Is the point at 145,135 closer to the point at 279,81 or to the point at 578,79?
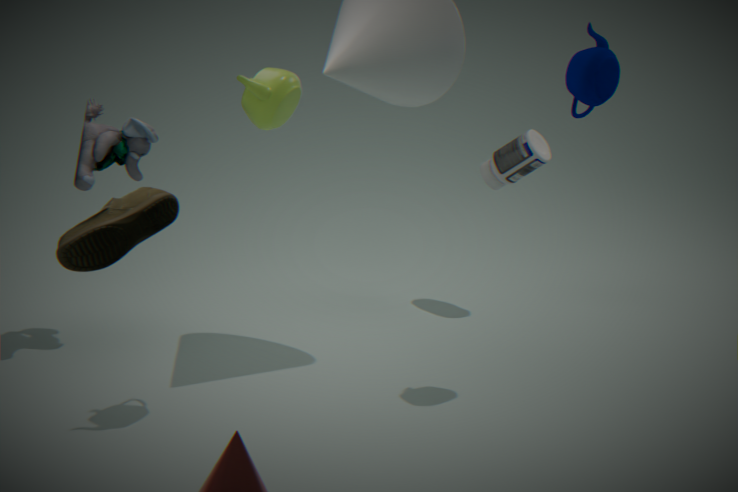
the point at 279,81
